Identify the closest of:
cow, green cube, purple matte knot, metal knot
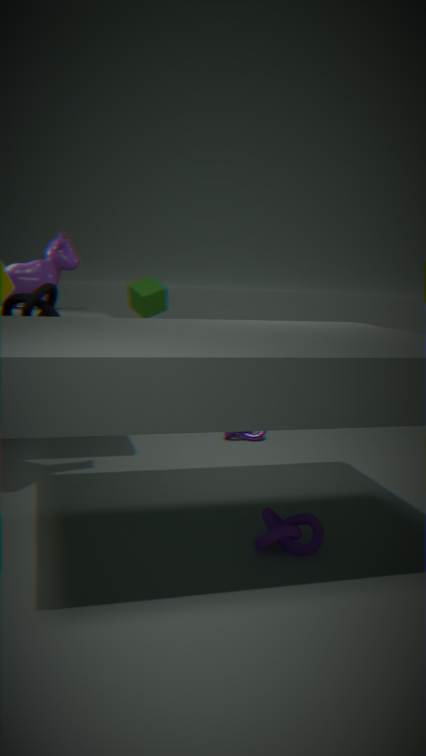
purple matte knot
